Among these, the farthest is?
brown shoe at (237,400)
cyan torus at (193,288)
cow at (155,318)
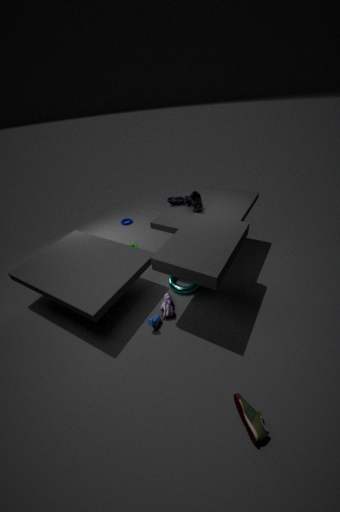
cyan torus at (193,288)
